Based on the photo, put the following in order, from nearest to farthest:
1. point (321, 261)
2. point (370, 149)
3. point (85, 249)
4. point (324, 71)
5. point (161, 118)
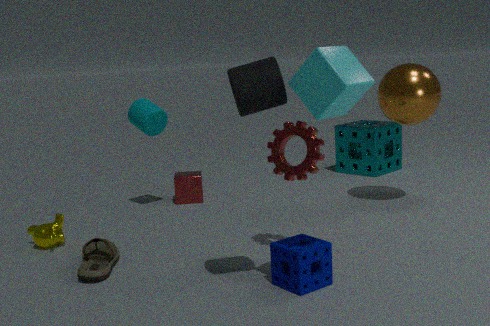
point (324, 71), point (321, 261), point (85, 249), point (161, 118), point (370, 149)
